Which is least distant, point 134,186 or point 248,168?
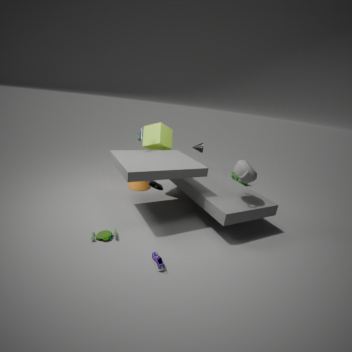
point 248,168
